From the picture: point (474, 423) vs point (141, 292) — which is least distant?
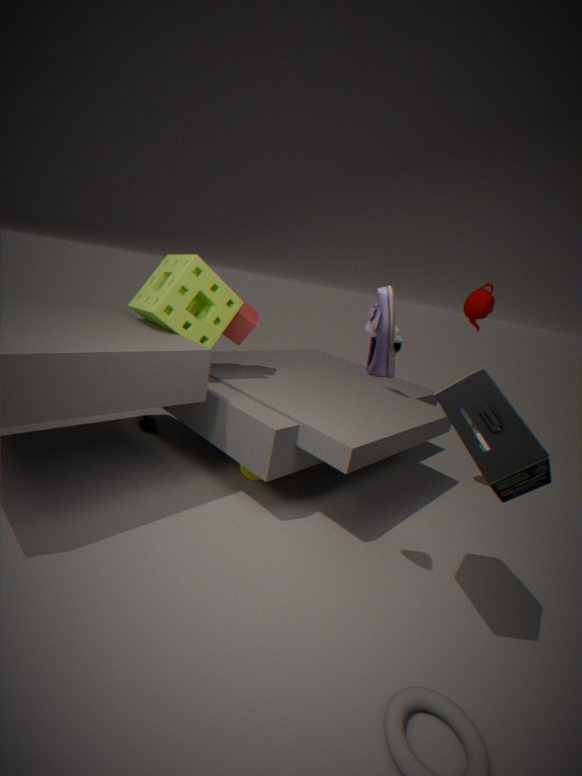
point (474, 423)
